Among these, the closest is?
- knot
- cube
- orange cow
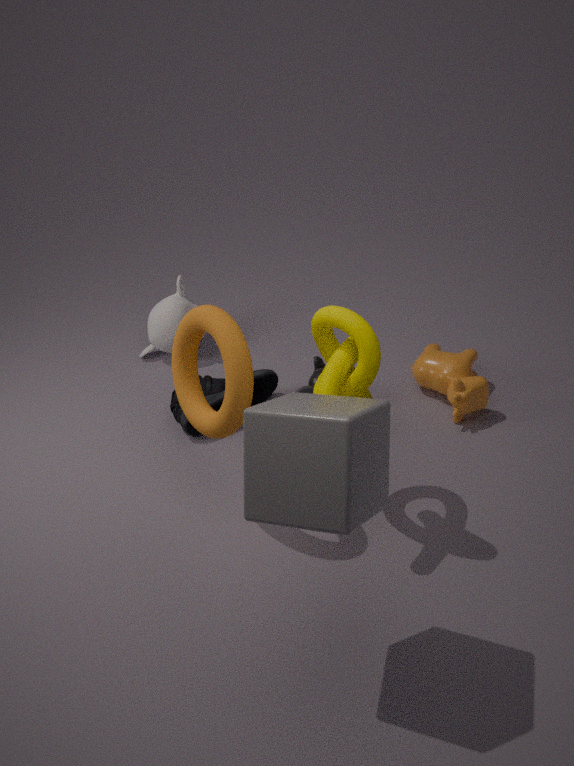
cube
